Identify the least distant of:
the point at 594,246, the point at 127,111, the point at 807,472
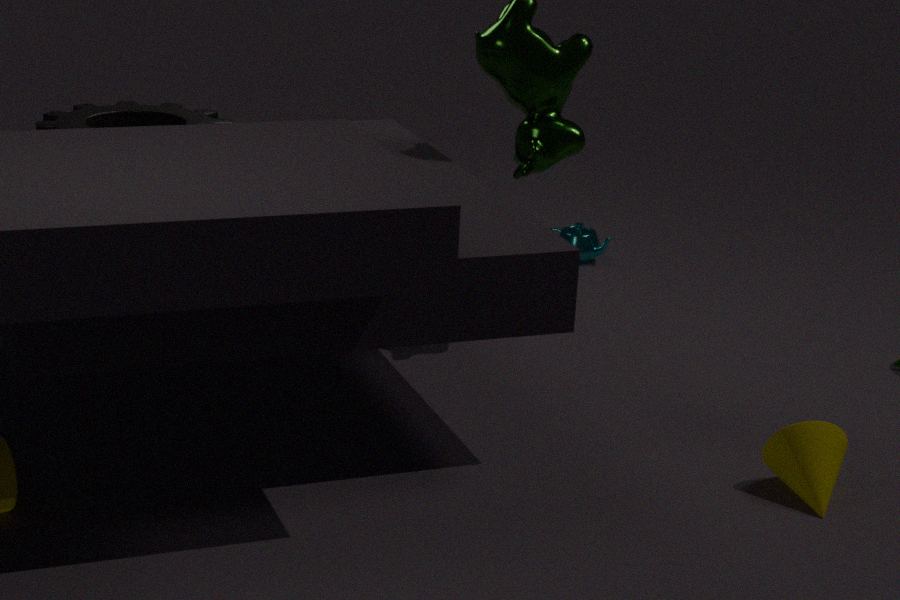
the point at 807,472
